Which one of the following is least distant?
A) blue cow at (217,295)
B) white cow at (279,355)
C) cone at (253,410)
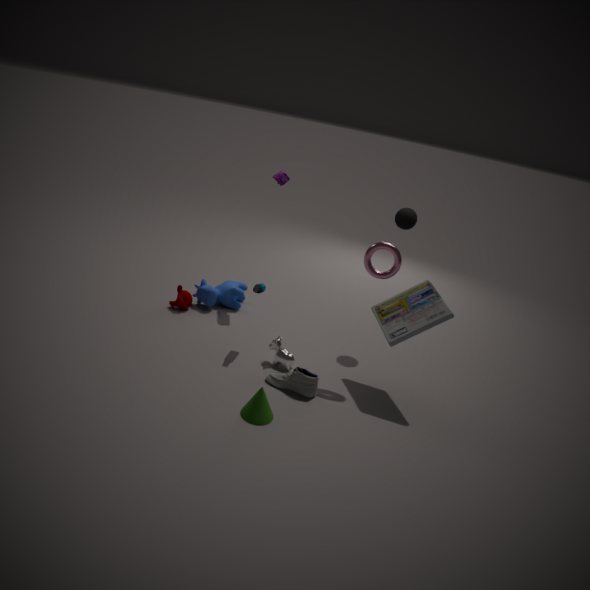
cone at (253,410)
